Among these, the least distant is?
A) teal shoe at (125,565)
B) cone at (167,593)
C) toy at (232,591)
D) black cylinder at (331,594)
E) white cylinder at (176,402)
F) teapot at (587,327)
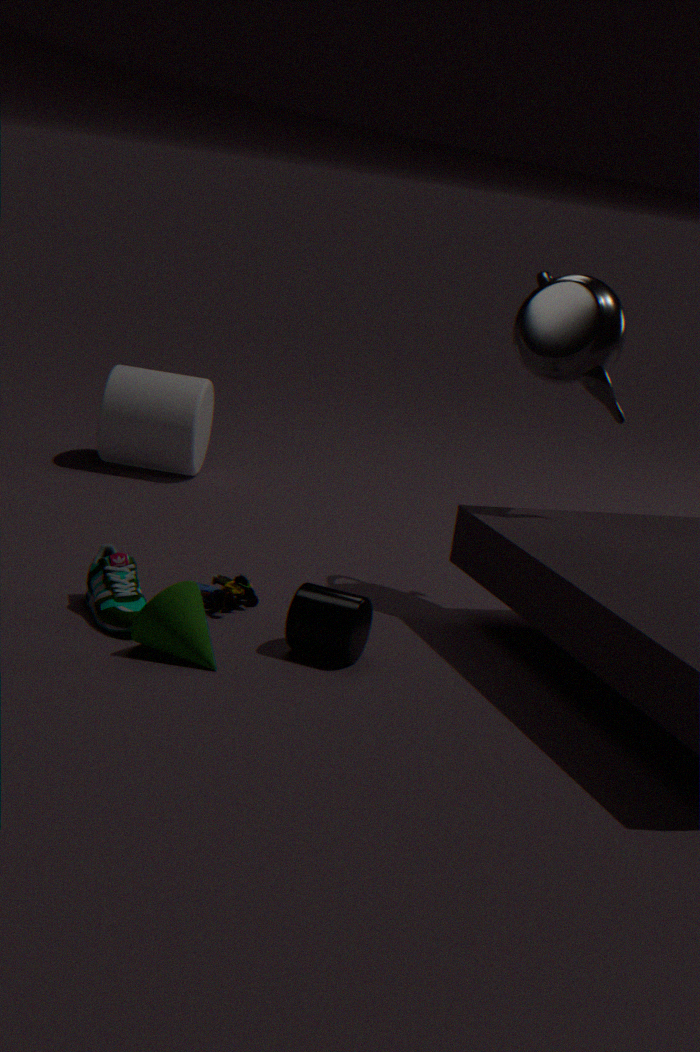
cone at (167,593)
